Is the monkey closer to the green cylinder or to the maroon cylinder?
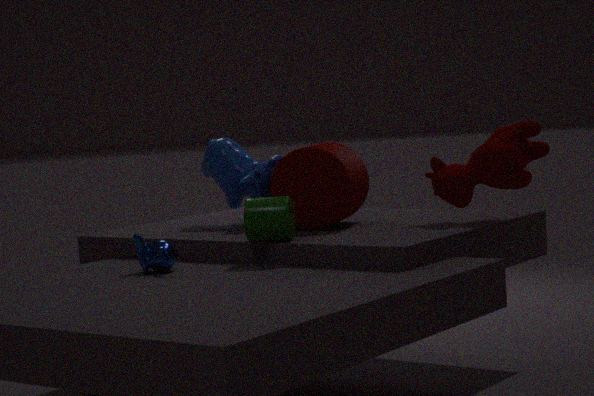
the green cylinder
